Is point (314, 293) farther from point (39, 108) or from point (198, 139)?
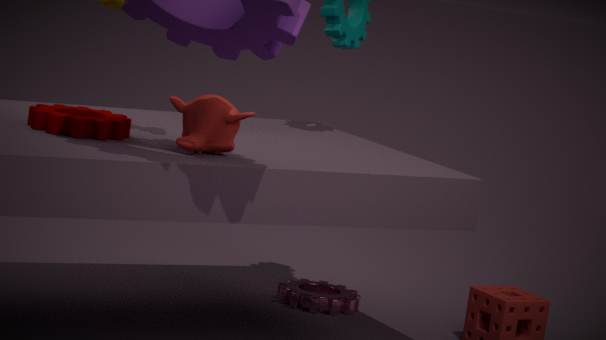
point (39, 108)
